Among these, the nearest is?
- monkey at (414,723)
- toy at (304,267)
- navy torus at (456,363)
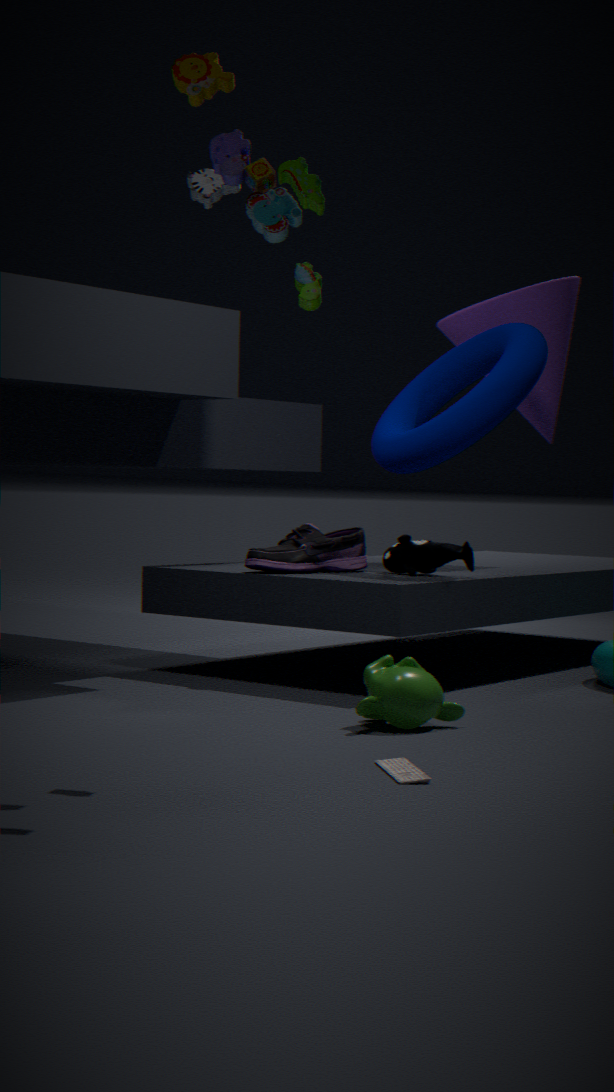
toy at (304,267)
